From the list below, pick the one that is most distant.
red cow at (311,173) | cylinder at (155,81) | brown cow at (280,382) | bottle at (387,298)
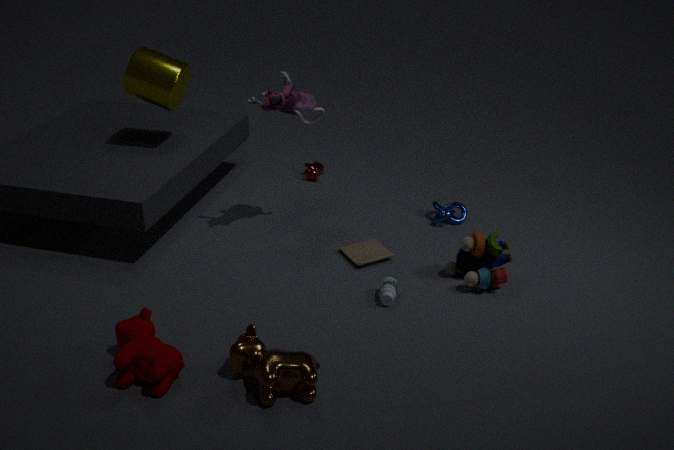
red cow at (311,173)
